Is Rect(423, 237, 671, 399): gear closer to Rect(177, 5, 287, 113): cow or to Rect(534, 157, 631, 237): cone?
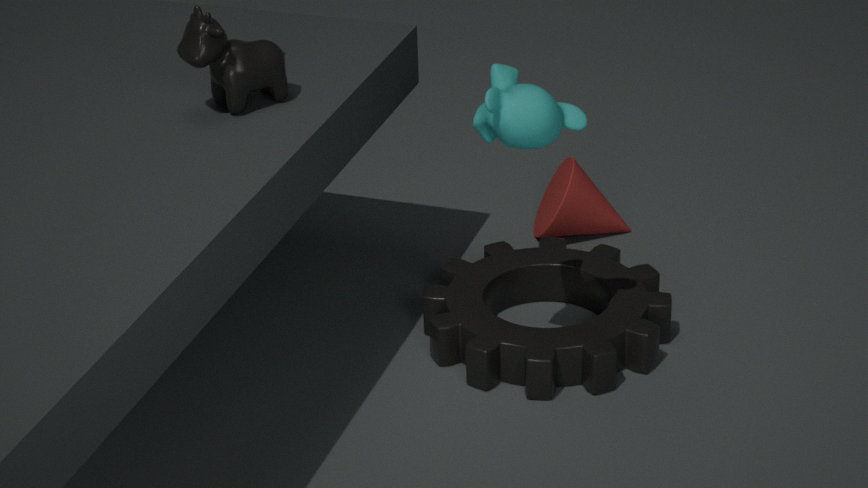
Rect(534, 157, 631, 237): cone
